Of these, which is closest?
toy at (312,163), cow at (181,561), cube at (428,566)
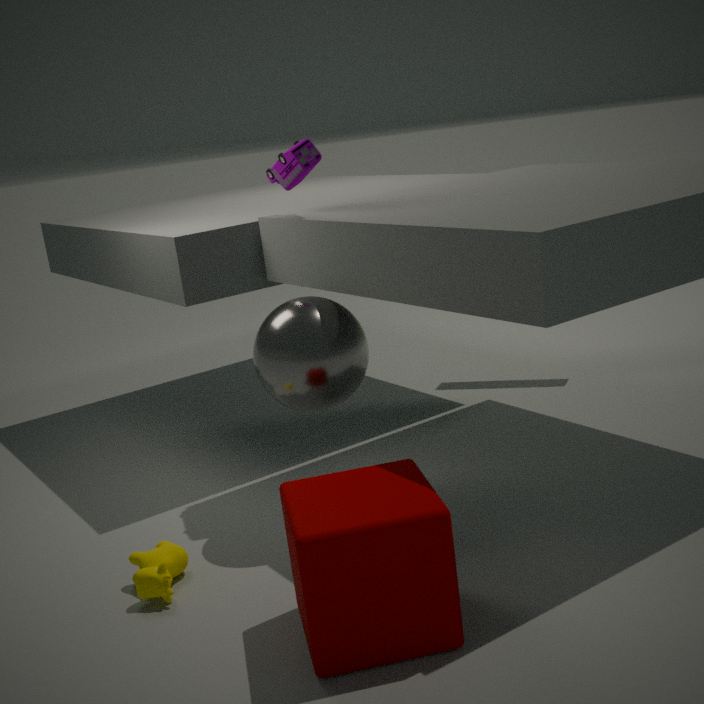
cube at (428,566)
